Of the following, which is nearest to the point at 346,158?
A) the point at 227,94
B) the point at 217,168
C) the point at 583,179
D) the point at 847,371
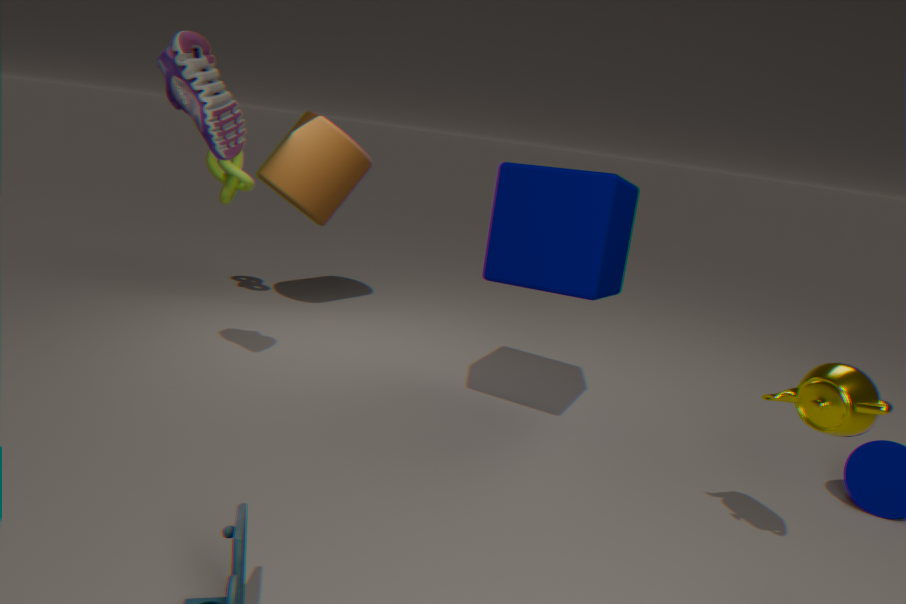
the point at 217,168
